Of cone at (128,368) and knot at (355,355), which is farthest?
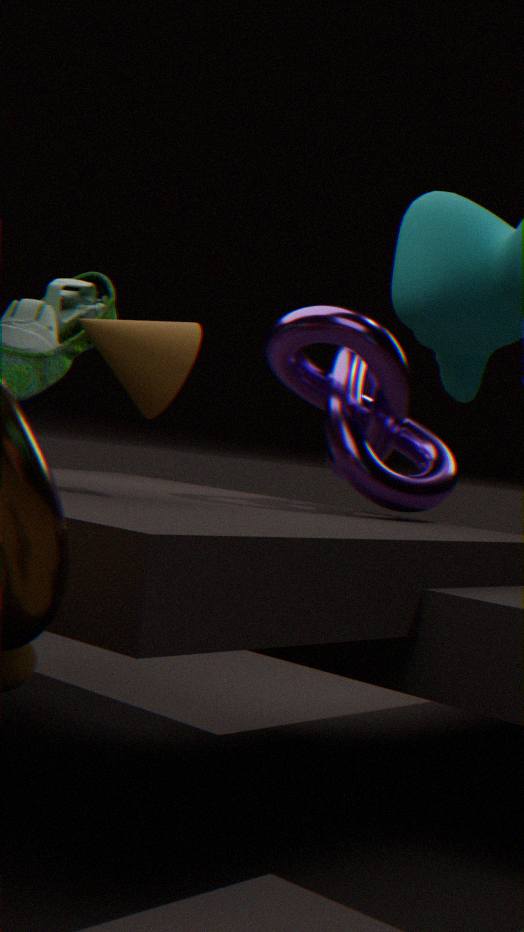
knot at (355,355)
